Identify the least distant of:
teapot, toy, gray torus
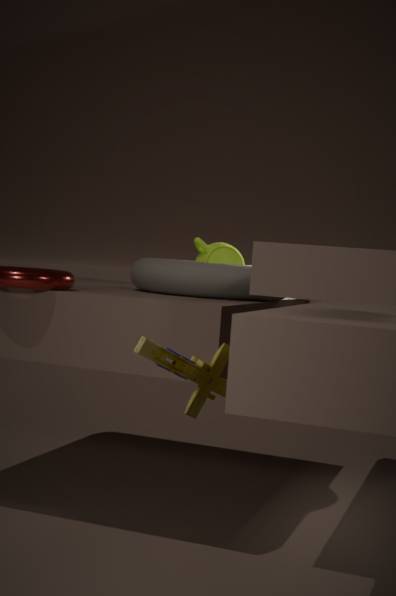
toy
